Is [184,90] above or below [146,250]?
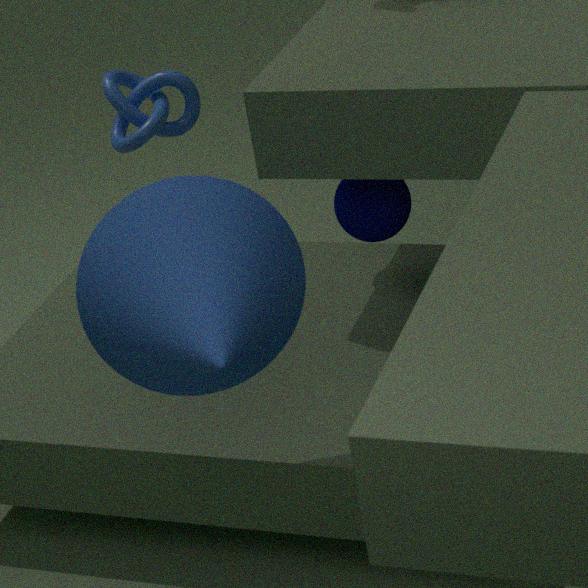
below
